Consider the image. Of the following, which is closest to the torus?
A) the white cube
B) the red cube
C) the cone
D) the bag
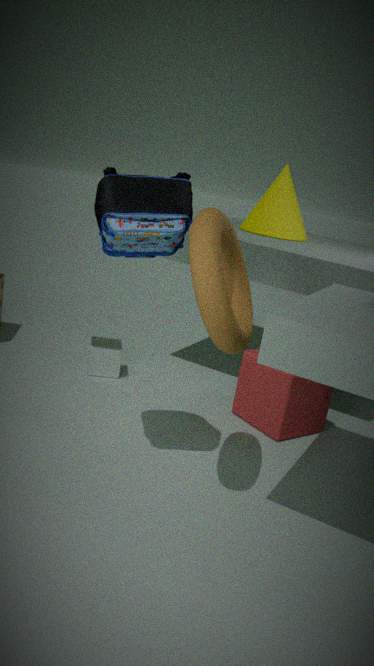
Answer: the bag
